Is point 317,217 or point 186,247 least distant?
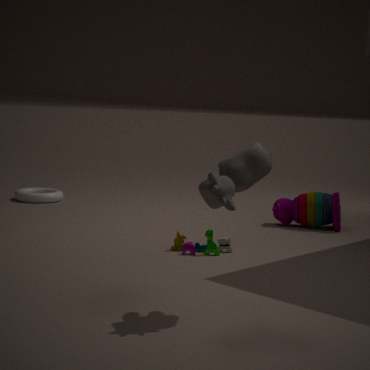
point 186,247
